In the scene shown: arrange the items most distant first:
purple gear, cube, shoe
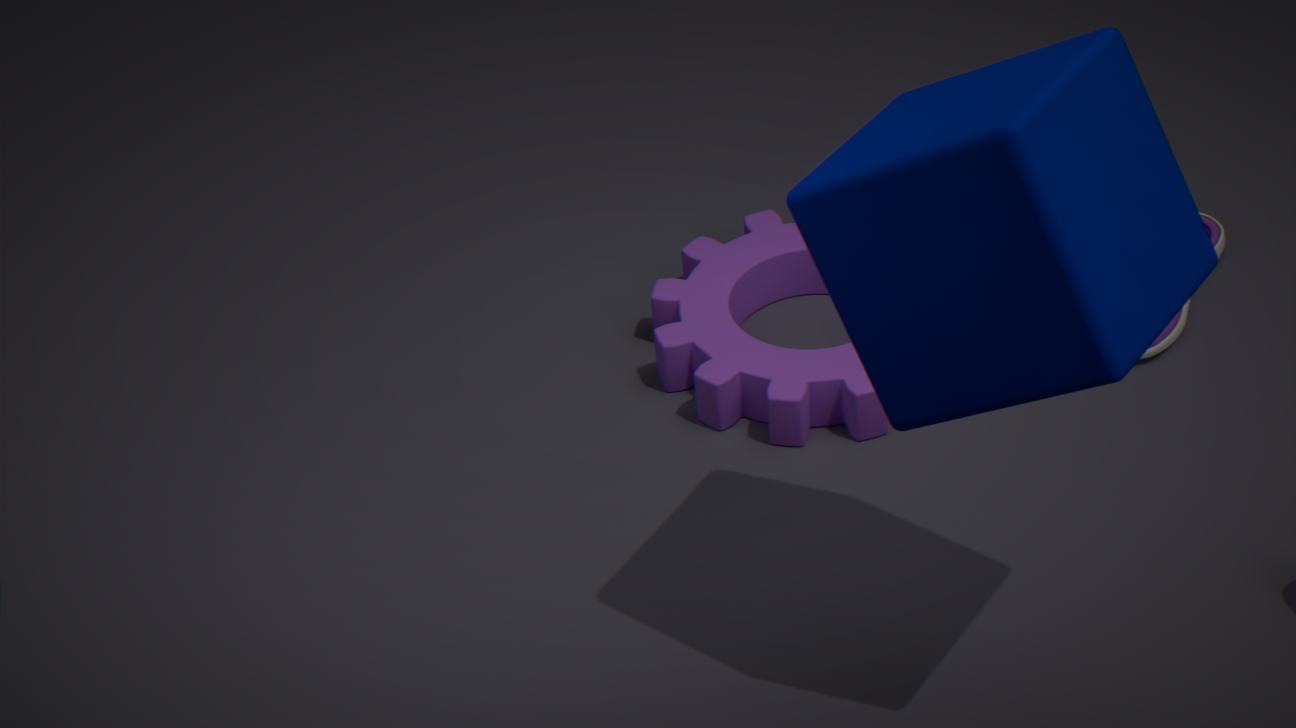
shoe < purple gear < cube
